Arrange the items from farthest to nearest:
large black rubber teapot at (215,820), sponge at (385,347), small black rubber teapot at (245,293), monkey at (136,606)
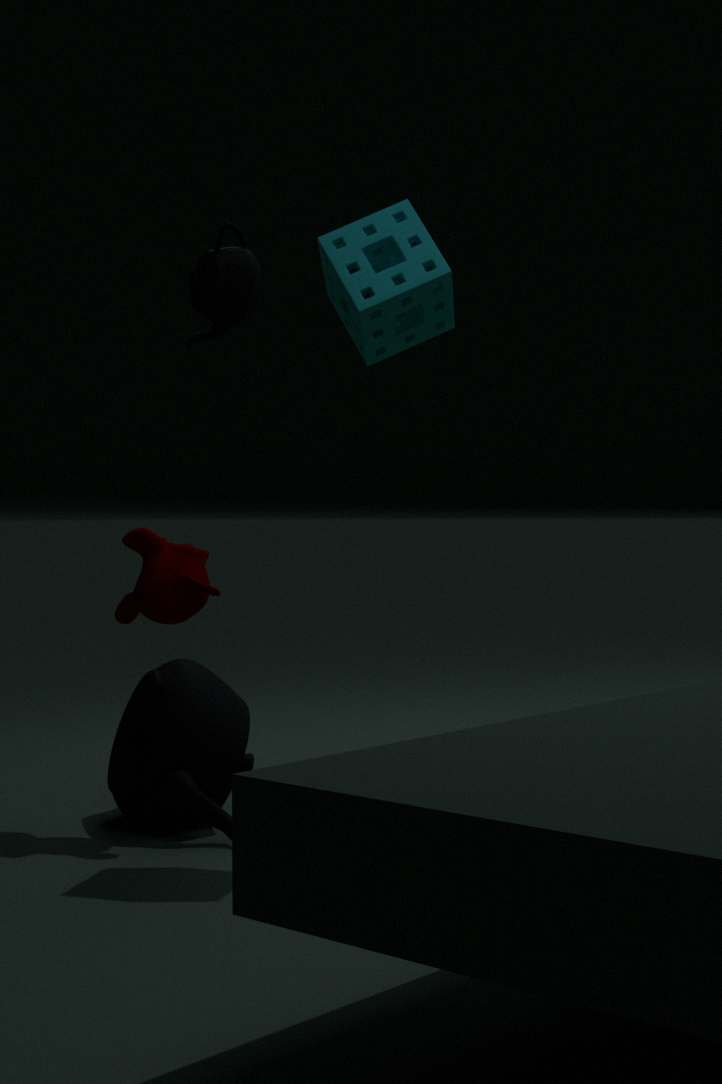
small black rubber teapot at (245,293) → monkey at (136,606) → large black rubber teapot at (215,820) → sponge at (385,347)
